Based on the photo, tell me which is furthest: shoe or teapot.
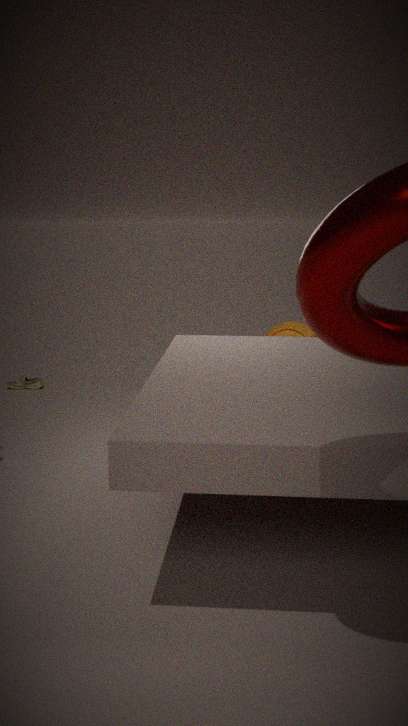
shoe
